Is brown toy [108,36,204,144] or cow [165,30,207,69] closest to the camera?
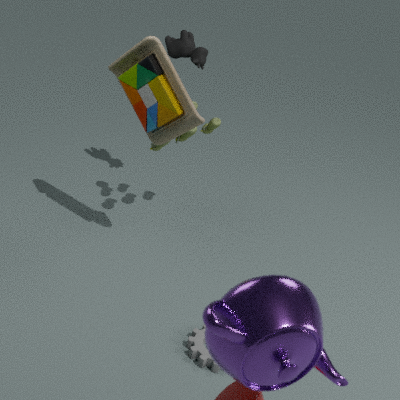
brown toy [108,36,204,144]
